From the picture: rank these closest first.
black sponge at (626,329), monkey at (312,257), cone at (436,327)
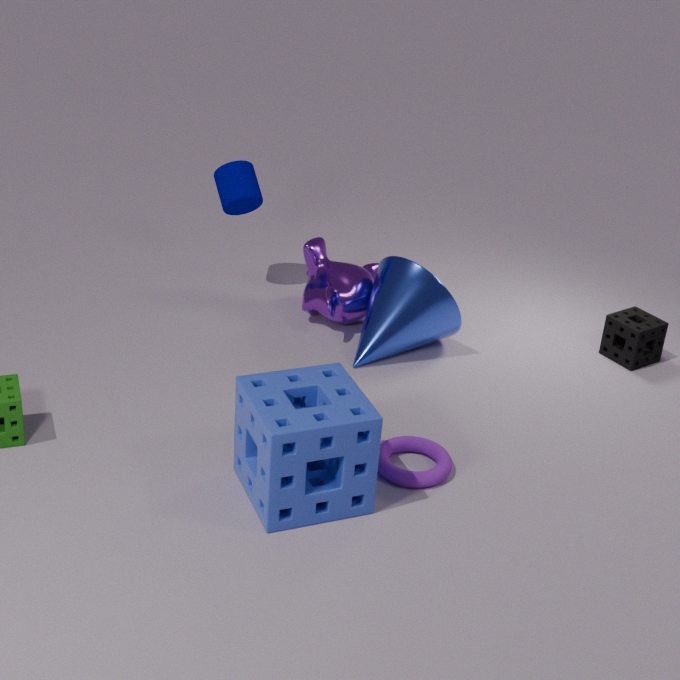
cone at (436,327) → black sponge at (626,329) → monkey at (312,257)
